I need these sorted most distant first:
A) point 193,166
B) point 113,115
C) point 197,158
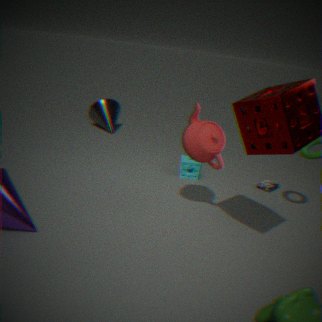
point 113,115 → point 193,166 → point 197,158
